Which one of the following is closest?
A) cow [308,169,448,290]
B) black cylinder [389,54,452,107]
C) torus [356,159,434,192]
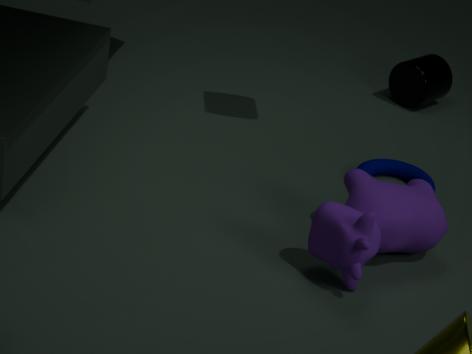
cow [308,169,448,290]
